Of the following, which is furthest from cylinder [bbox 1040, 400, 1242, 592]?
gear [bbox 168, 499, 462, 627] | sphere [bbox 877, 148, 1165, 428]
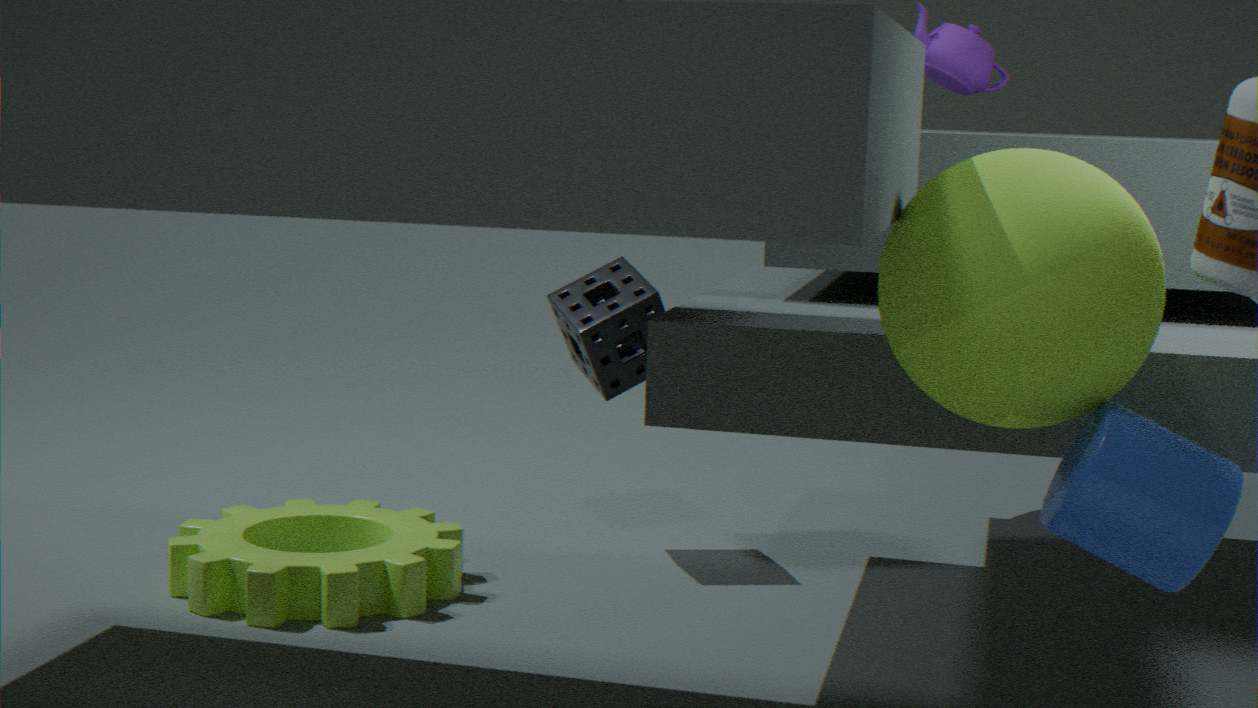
gear [bbox 168, 499, 462, 627]
